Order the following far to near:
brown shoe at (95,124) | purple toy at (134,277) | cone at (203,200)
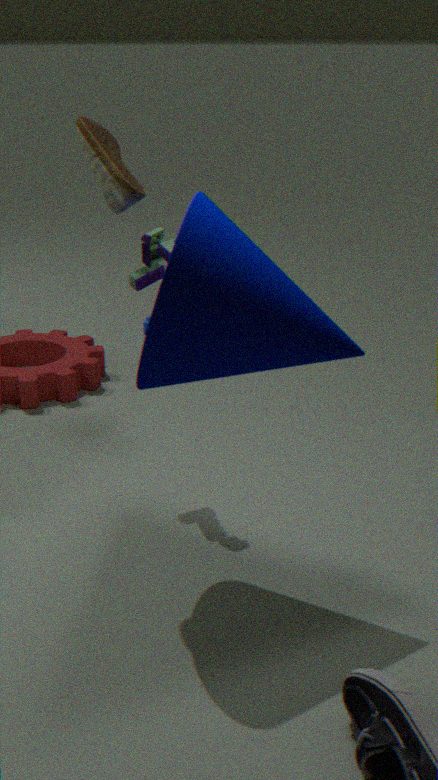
purple toy at (134,277), brown shoe at (95,124), cone at (203,200)
